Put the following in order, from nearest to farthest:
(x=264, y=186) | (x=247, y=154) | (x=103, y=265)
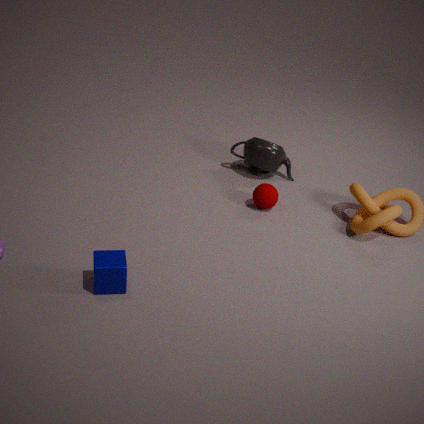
(x=103, y=265) → (x=264, y=186) → (x=247, y=154)
